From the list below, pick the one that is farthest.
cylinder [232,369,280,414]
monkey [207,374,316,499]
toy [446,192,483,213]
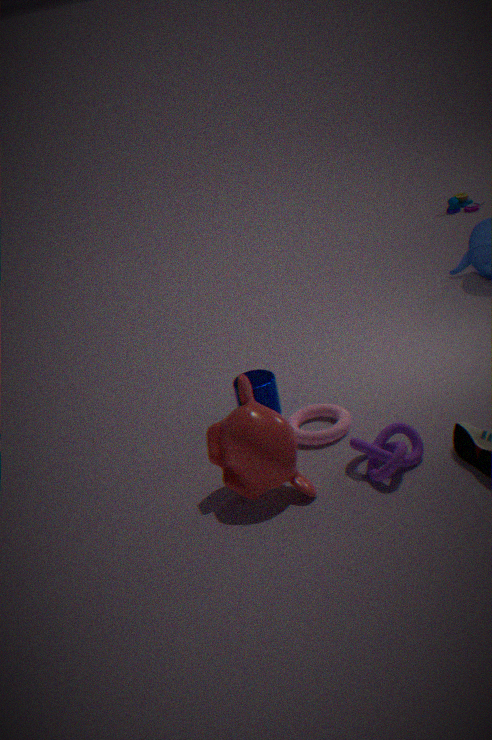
toy [446,192,483,213]
